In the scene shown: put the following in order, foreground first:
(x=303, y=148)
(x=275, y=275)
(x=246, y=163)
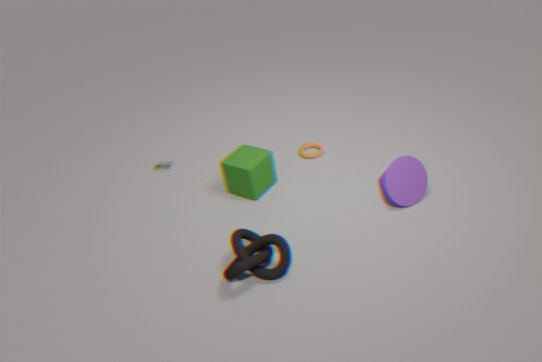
(x=275, y=275)
(x=246, y=163)
(x=303, y=148)
